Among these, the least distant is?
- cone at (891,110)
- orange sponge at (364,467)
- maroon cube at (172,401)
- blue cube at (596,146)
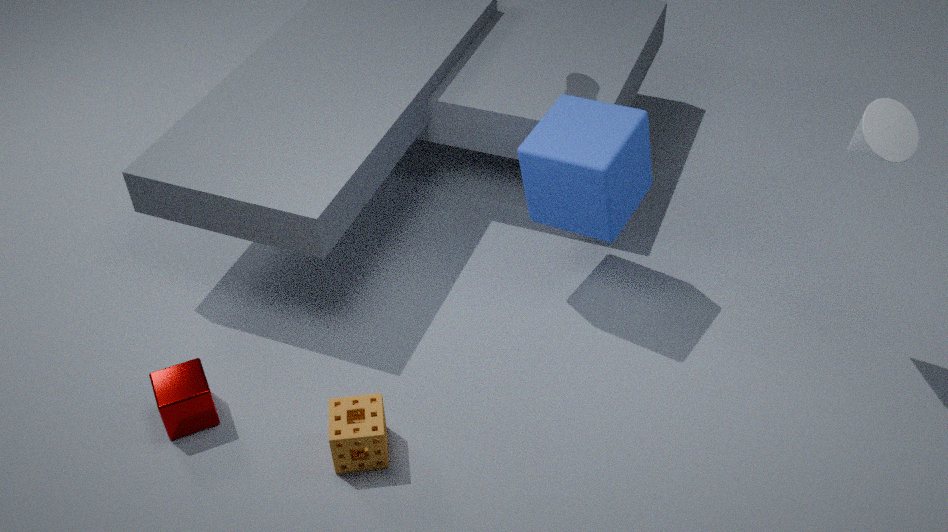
cone at (891,110)
